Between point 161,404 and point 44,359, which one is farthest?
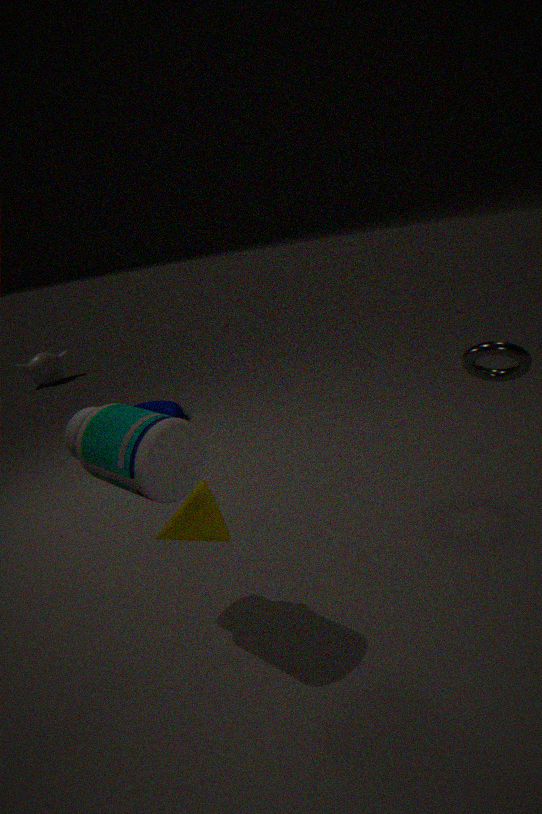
point 44,359
